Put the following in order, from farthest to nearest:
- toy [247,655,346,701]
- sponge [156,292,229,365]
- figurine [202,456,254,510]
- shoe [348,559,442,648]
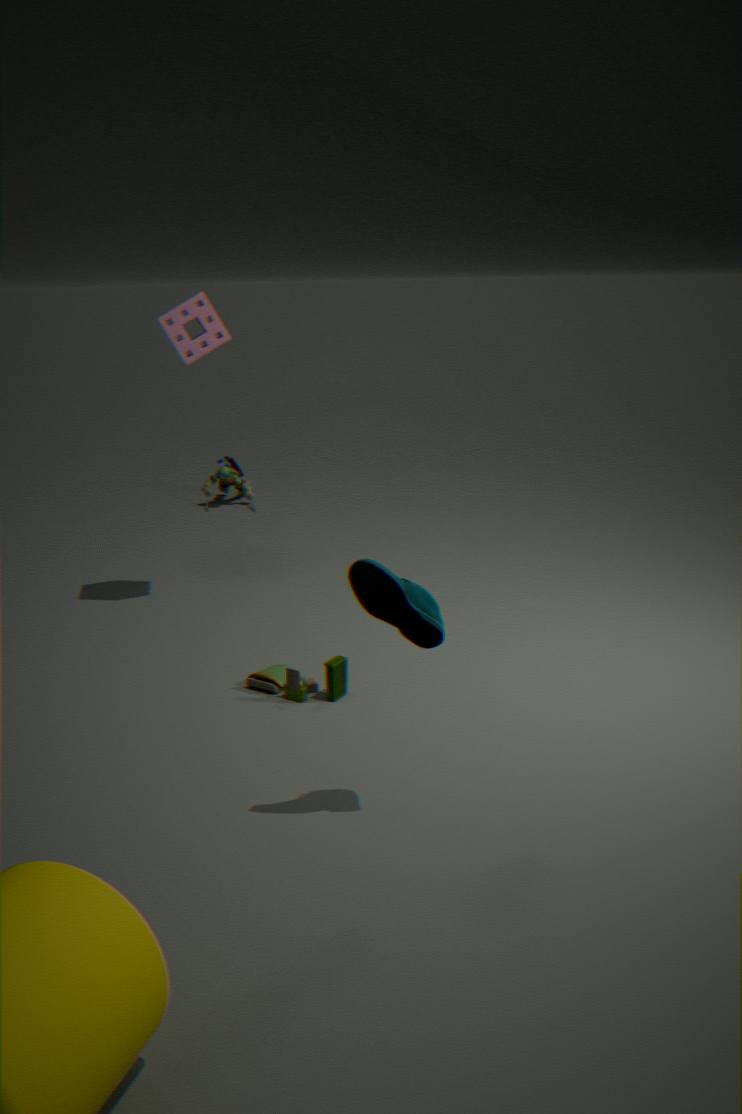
figurine [202,456,254,510], sponge [156,292,229,365], toy [247,655,346,701], shoe [348,559,442,648]
